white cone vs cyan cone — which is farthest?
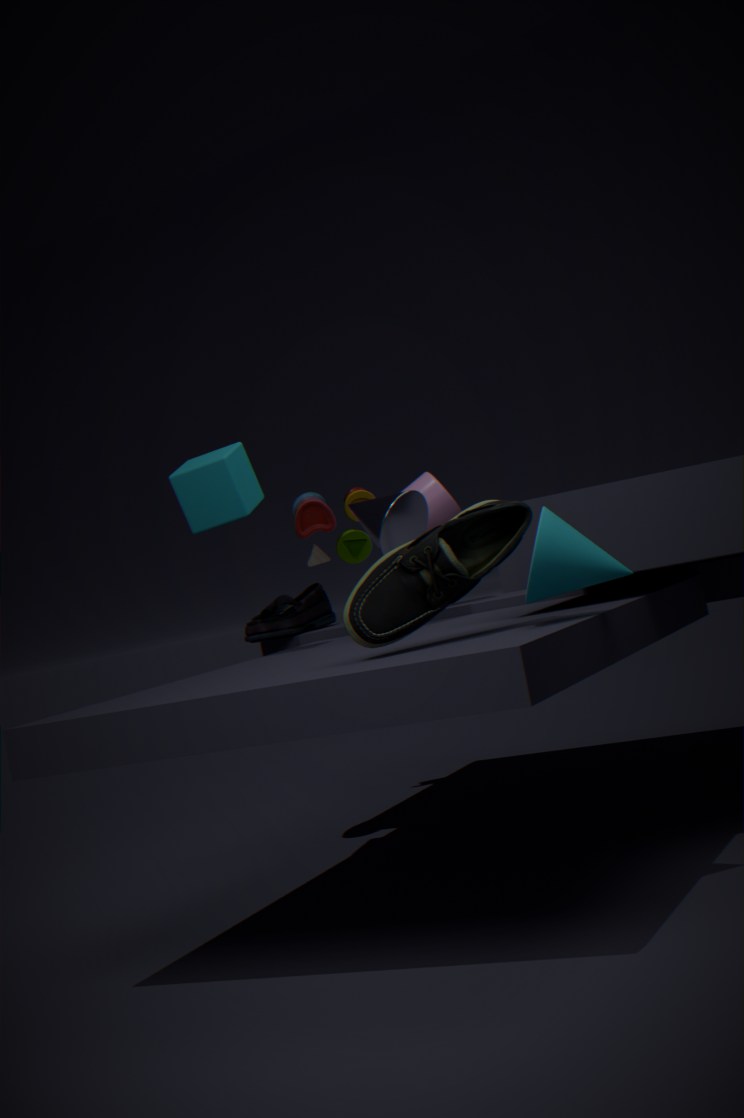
white cone
